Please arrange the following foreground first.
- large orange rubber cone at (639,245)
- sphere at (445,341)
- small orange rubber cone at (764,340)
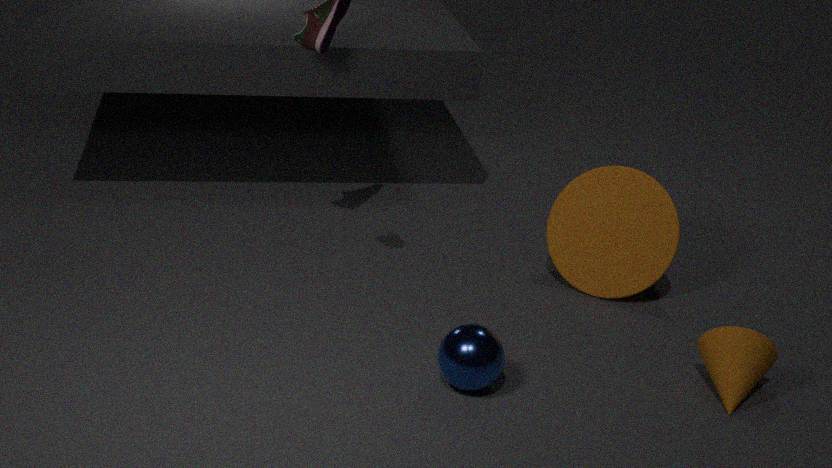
1. sphere at (445,341)
2. small orange rubber cone at (764,340)
3. large orange rubber cone at (639,245)
